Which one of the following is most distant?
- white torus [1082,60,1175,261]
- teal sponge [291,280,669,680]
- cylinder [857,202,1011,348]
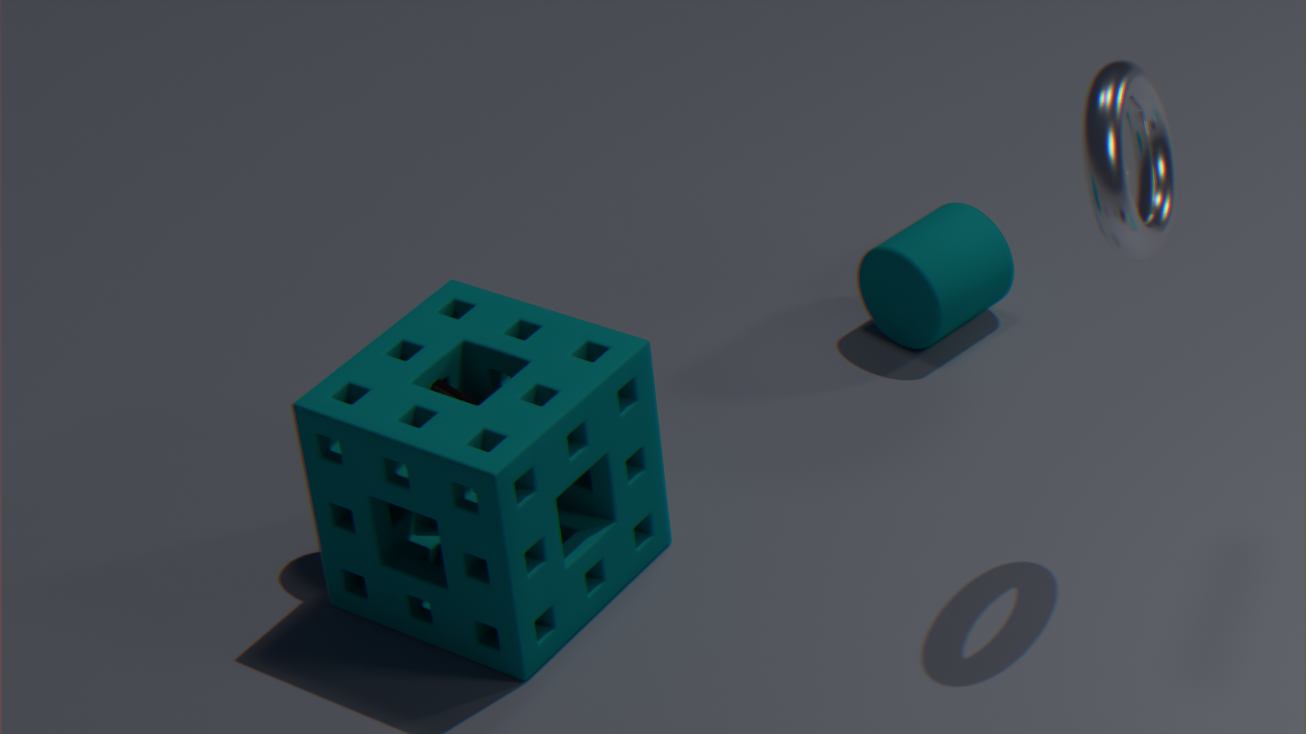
cylinder [857,202,1011,348]
